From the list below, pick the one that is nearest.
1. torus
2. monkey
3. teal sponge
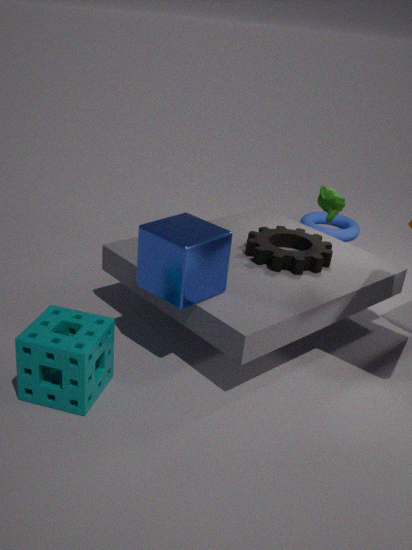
teal sponge
